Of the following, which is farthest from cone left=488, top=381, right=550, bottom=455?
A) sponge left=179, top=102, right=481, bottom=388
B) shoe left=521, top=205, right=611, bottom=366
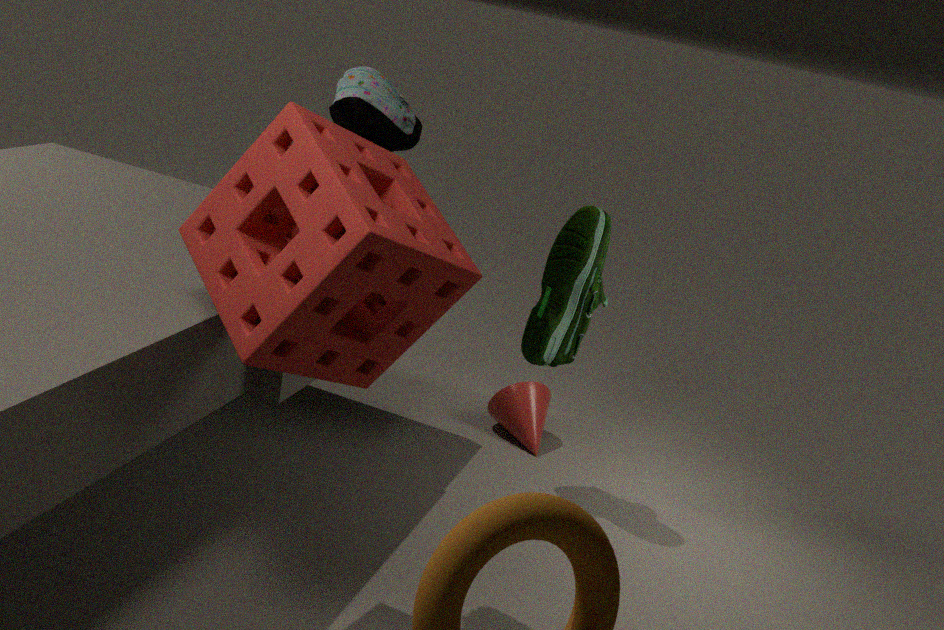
sponge left=179, top=102, right=481, bottom=388
